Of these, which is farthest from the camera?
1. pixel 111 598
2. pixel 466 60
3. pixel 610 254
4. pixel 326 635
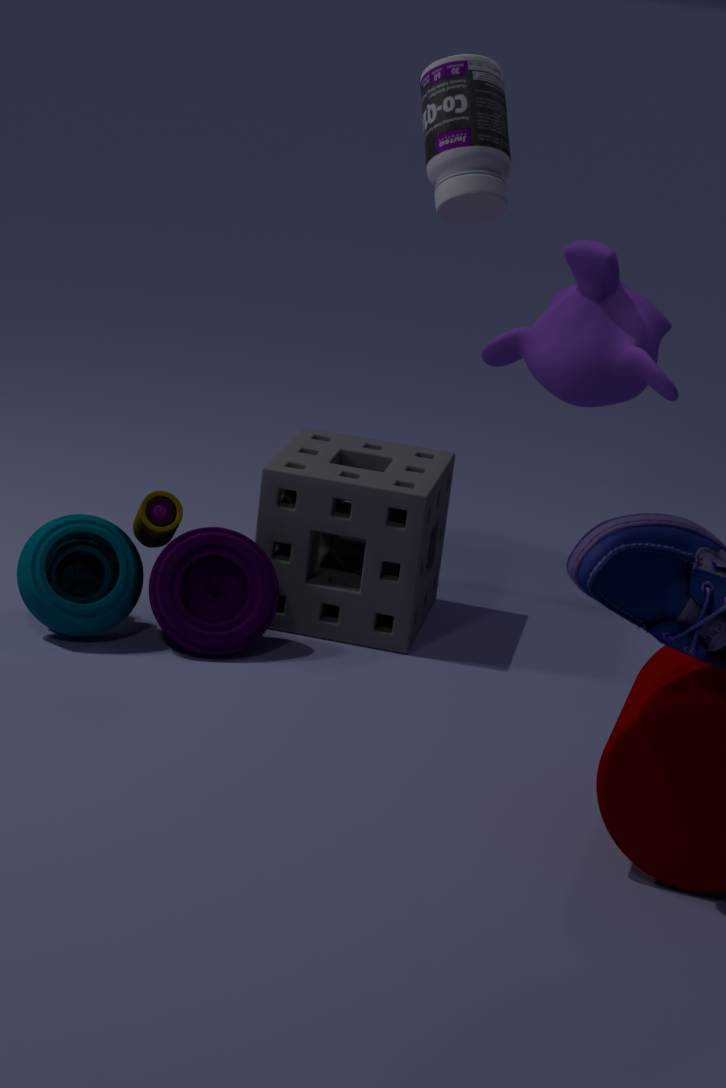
pixel 610 254
